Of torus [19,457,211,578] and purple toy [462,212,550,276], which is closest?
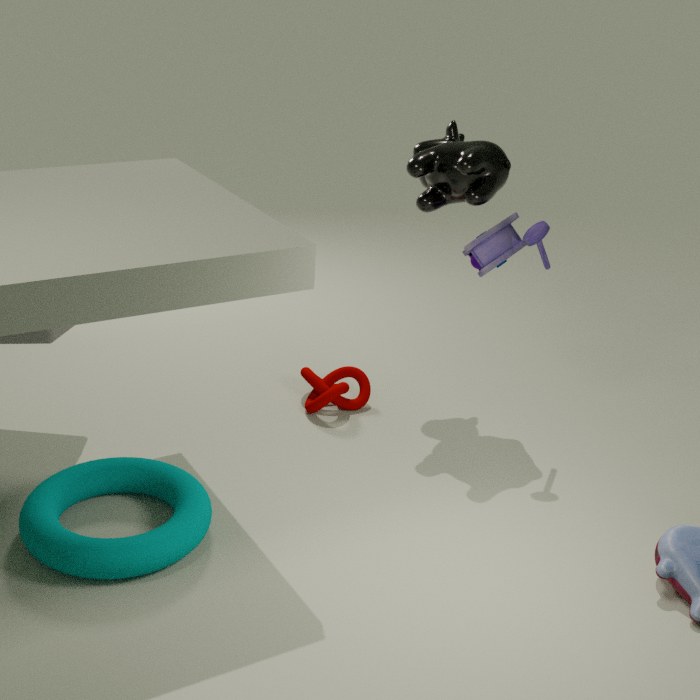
torus [19,457,211,578]
